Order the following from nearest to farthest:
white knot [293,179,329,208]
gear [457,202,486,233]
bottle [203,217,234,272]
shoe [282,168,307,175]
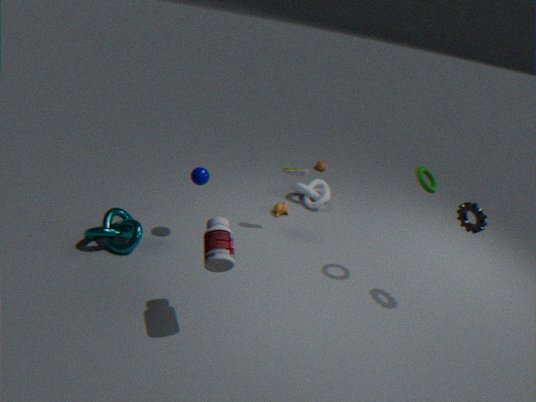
bottle [203,217,234,272]
gear [457,202,486,233]
shoe [282,168,307,175]
white knot [293,179,329,208]
